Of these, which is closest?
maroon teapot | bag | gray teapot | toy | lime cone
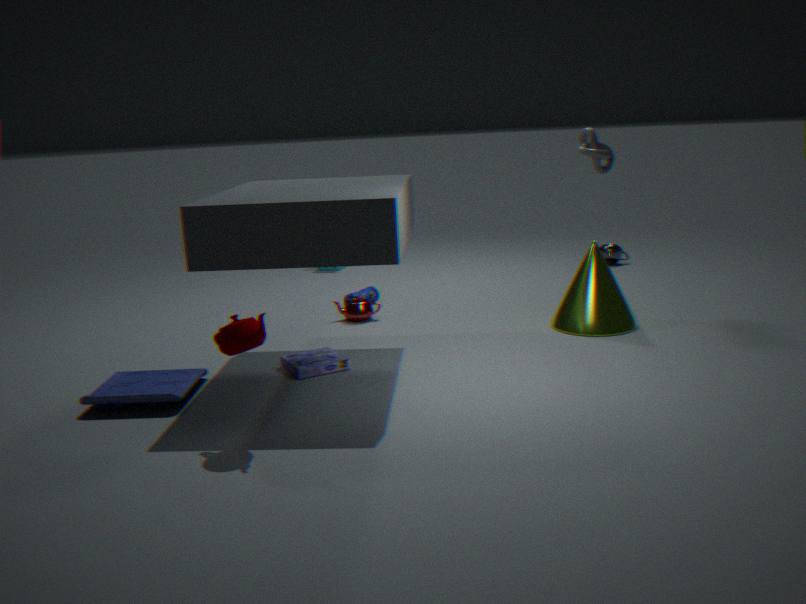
maroon teapot
